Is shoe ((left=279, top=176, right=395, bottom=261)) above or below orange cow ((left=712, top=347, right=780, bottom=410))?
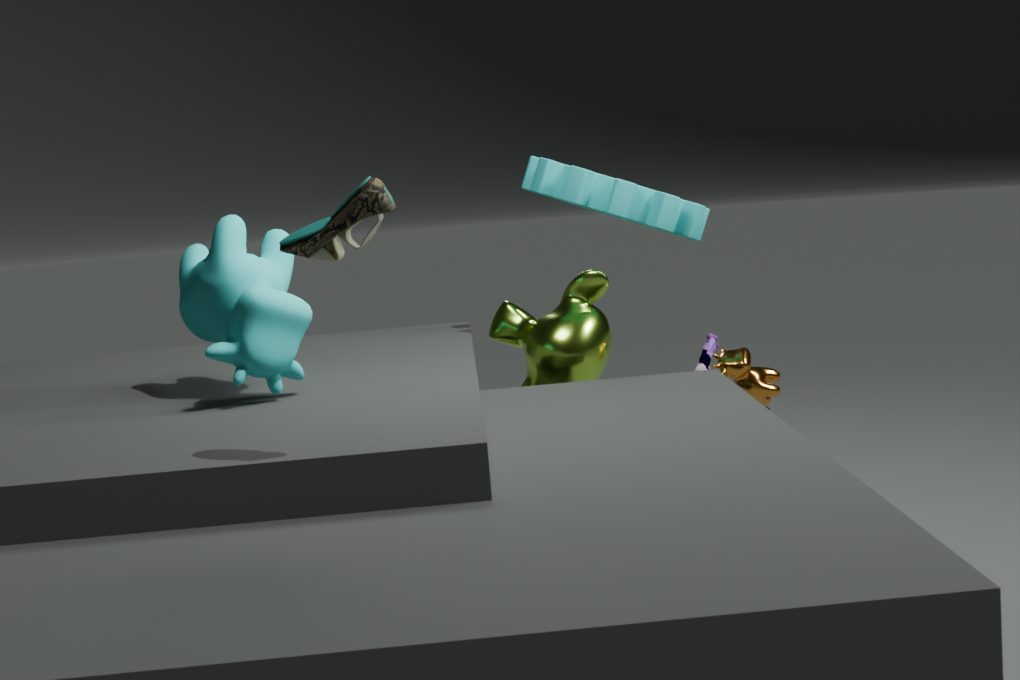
above
